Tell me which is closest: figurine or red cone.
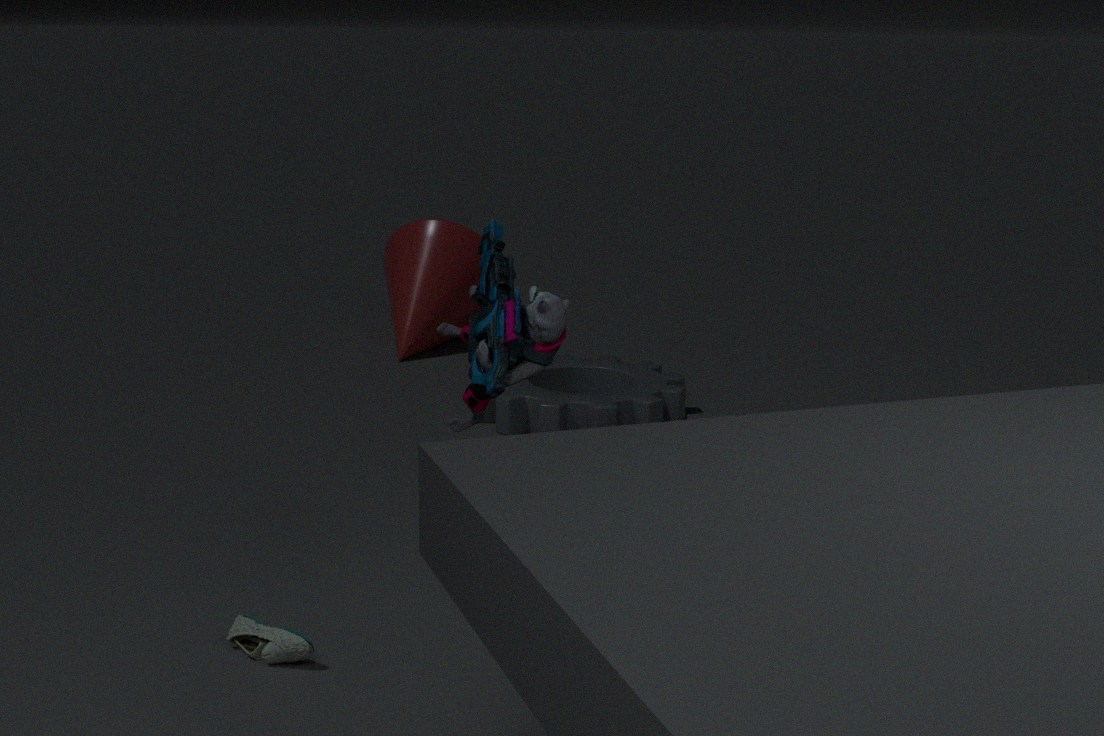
figurine
